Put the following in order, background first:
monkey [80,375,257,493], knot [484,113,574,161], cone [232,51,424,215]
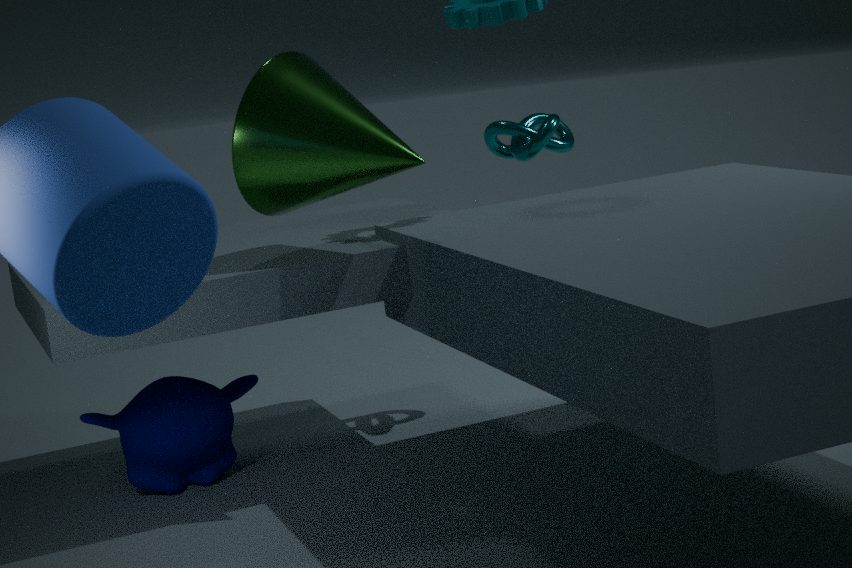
knot [484,113,574,161] → monkey [80,375,257,493] → cone [232,51,424,215]
